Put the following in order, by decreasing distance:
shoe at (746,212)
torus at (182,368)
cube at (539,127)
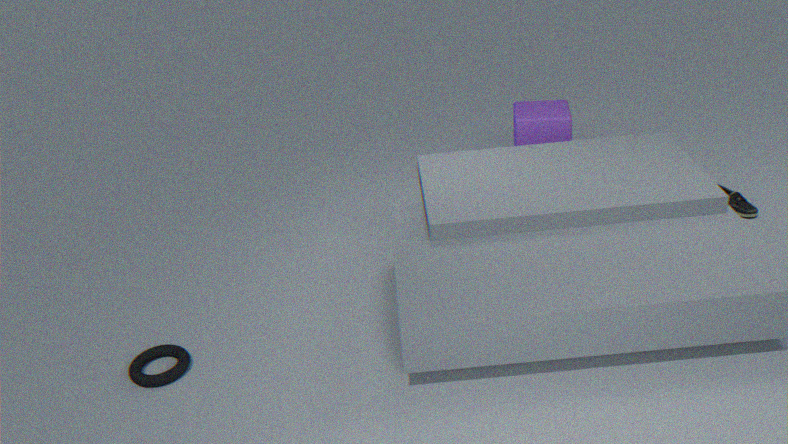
cube at (539,127) → shoe at (746,212) → torus at (182,368)
